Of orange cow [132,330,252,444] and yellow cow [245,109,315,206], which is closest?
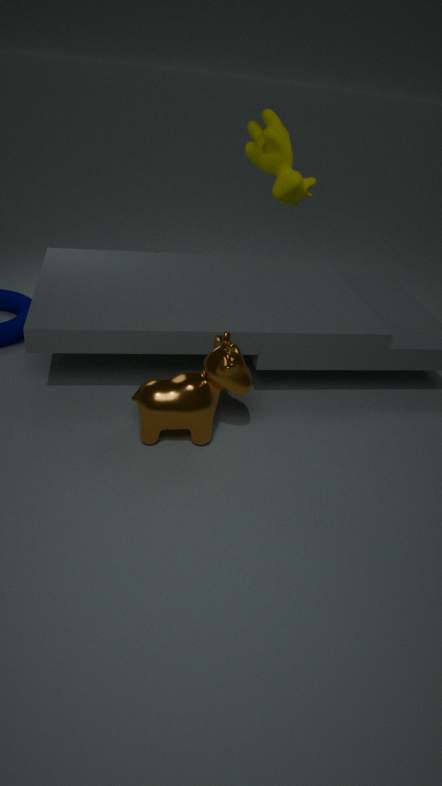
orange cow [132,330,252,444]
